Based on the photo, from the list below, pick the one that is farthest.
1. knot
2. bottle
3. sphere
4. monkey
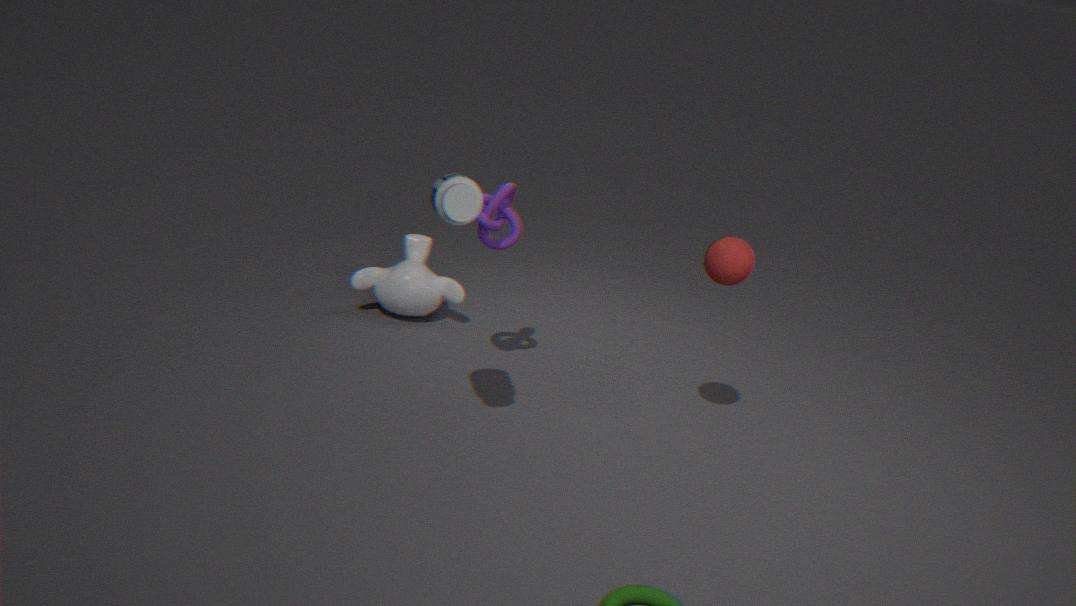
monkey
